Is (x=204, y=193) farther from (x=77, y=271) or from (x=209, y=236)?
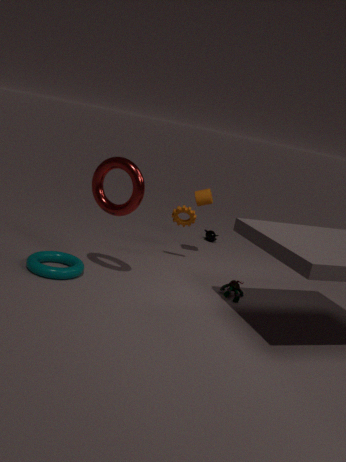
(x=77, y=271)
